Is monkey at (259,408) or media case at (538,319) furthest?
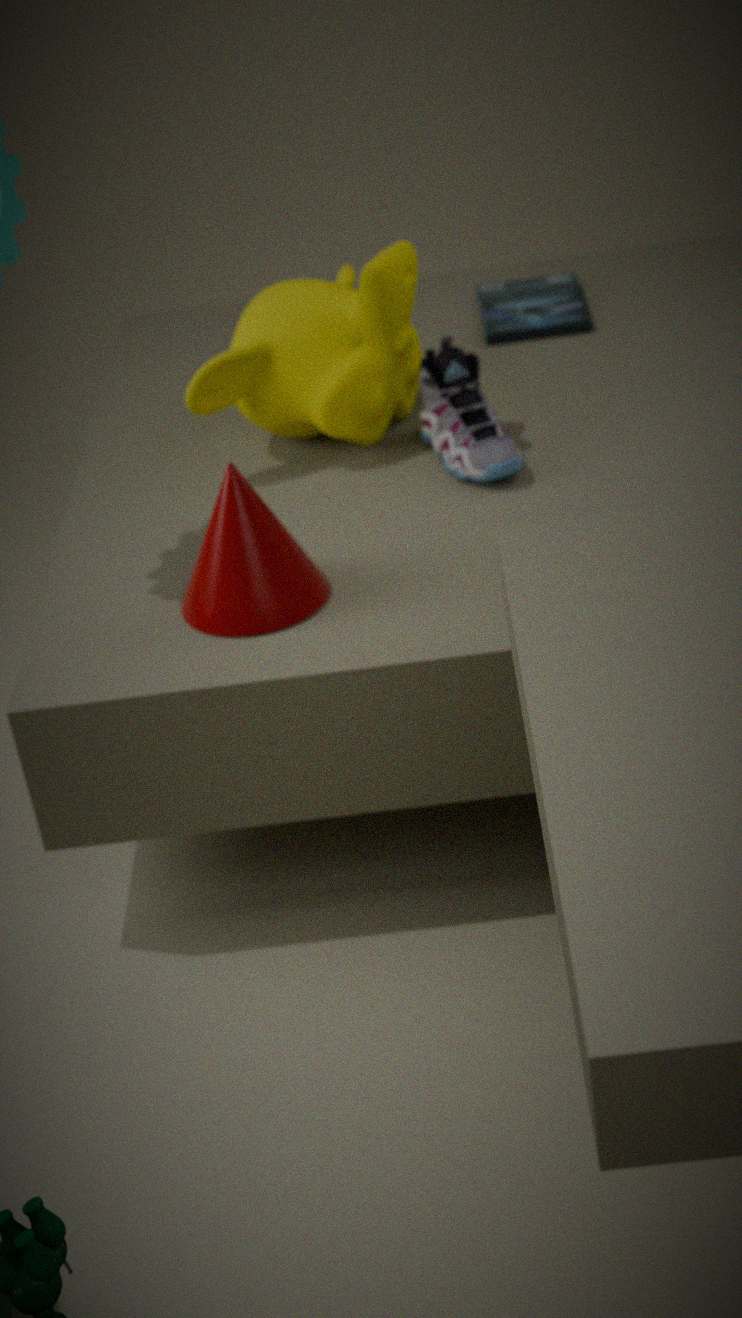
media case at (538,319)
